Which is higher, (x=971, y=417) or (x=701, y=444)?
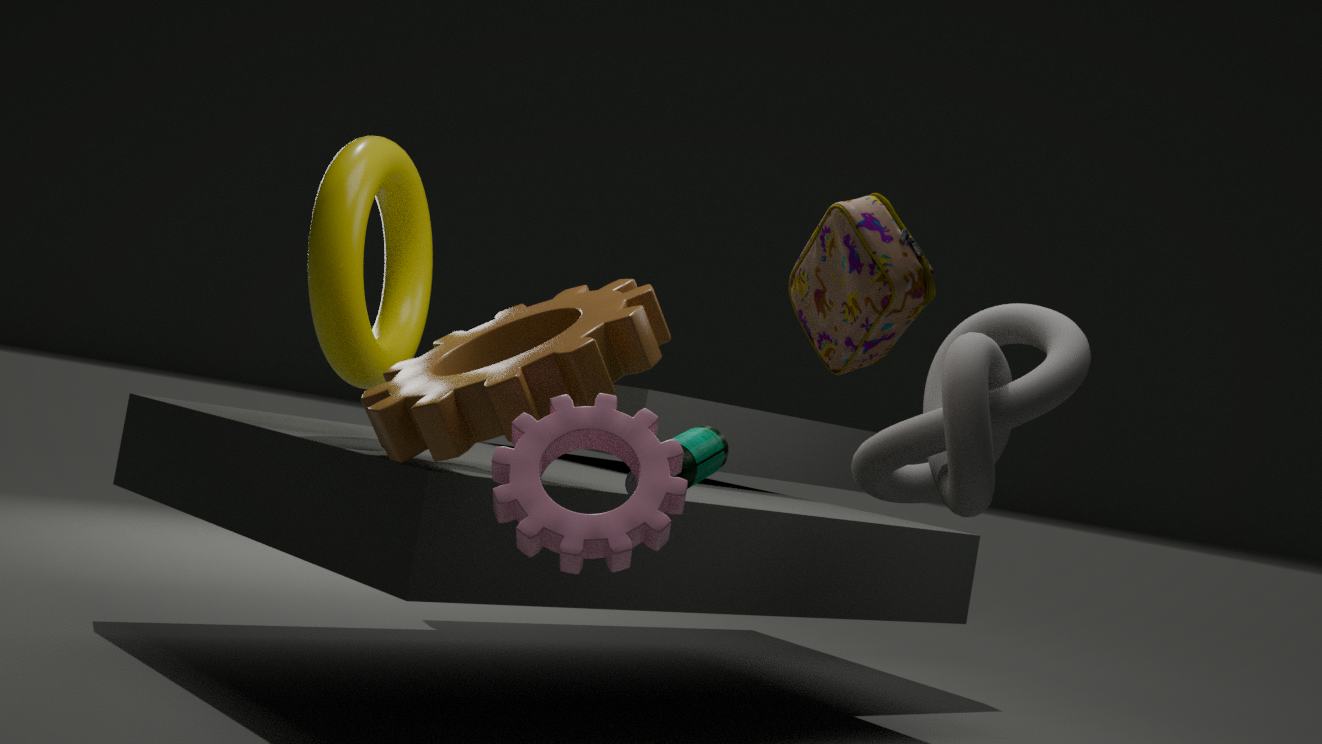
(x=971, y=417)
